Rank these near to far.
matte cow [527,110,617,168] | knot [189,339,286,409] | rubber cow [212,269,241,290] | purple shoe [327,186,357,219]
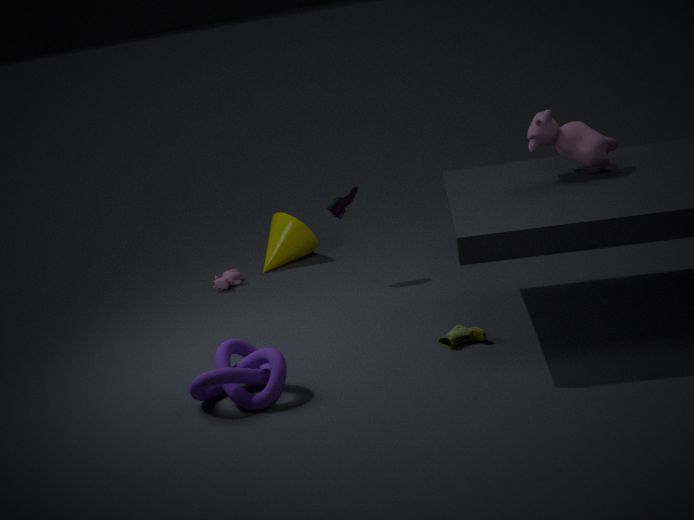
knot [189,339,286,409]
matte cow [527,110,617,168]
purple shoe [327,186,357,219]
rubber cow [212,269,241,290]
